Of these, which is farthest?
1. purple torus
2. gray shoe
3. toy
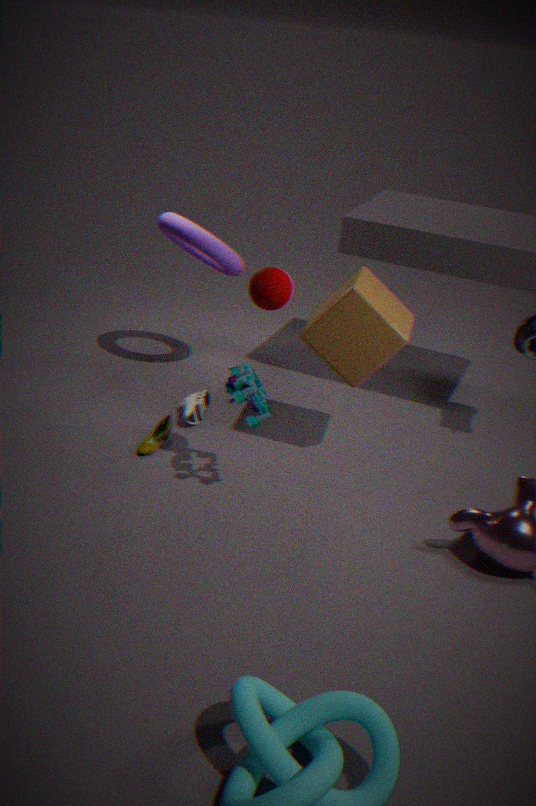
purple torus
